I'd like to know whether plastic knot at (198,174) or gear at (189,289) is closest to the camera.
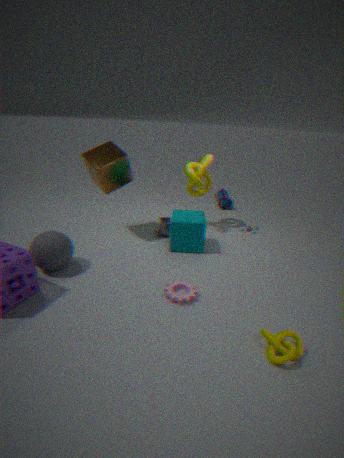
gear at (189,289)
